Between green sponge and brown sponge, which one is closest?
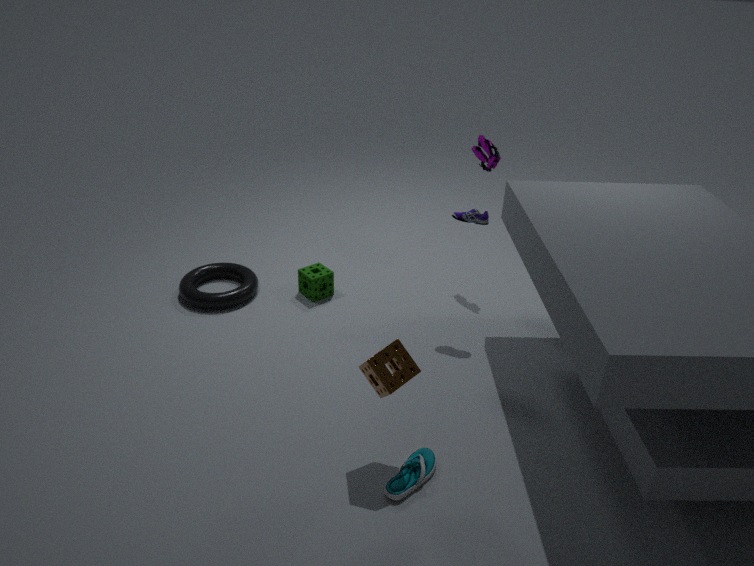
brown sponge
